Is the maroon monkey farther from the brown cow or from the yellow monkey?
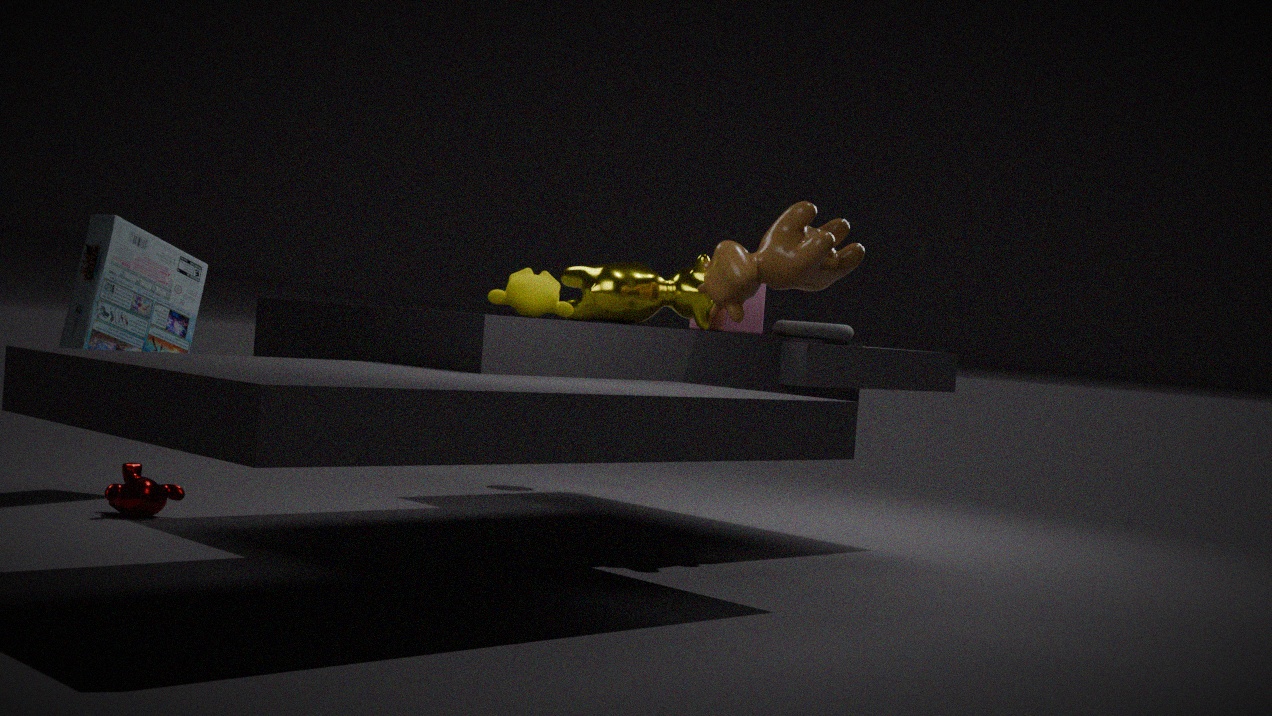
the brown cow
